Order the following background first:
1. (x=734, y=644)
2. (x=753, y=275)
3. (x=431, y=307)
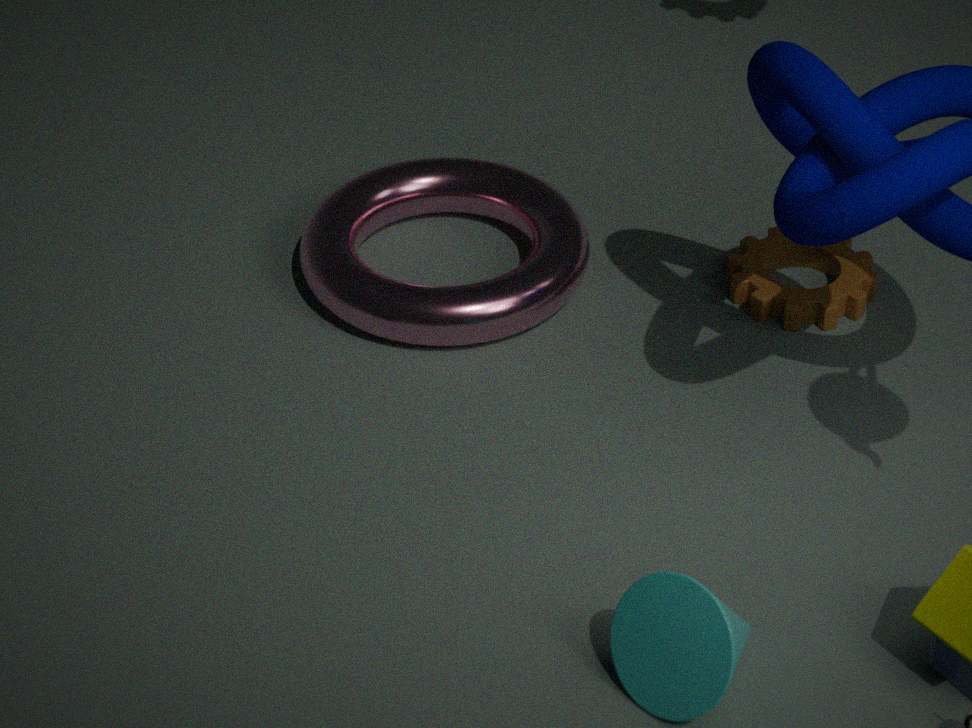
1. (x=753, y=275)
2. (x=431, y=307)
3. (x=734, y=644)
